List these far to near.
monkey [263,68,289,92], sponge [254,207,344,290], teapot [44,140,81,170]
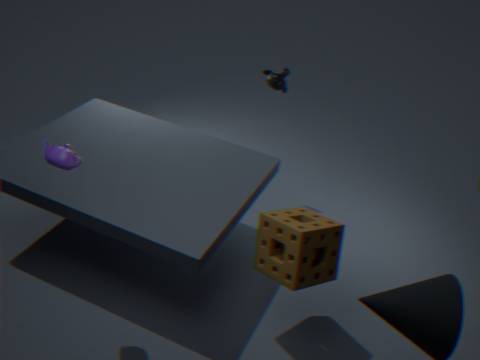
monkey [263,68,289,92] < sponge [254,207,344,290] < teapot [44,140,81,170]
